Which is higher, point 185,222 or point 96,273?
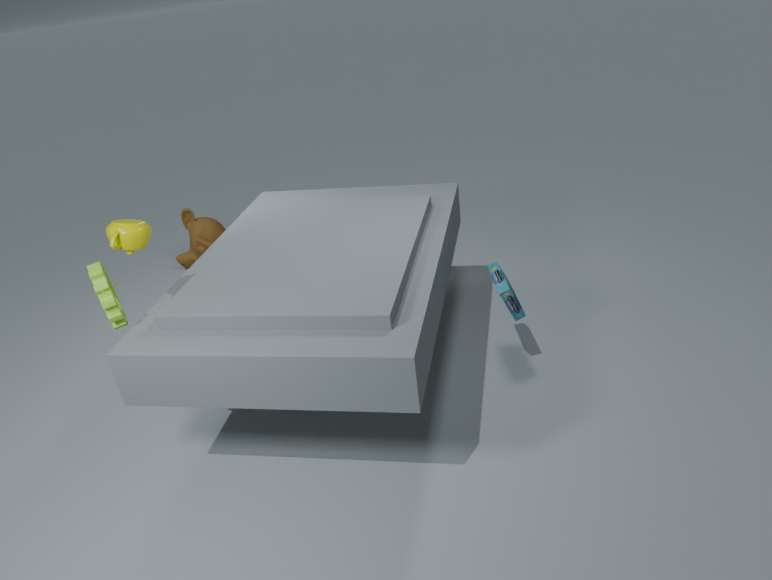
point 96,273
